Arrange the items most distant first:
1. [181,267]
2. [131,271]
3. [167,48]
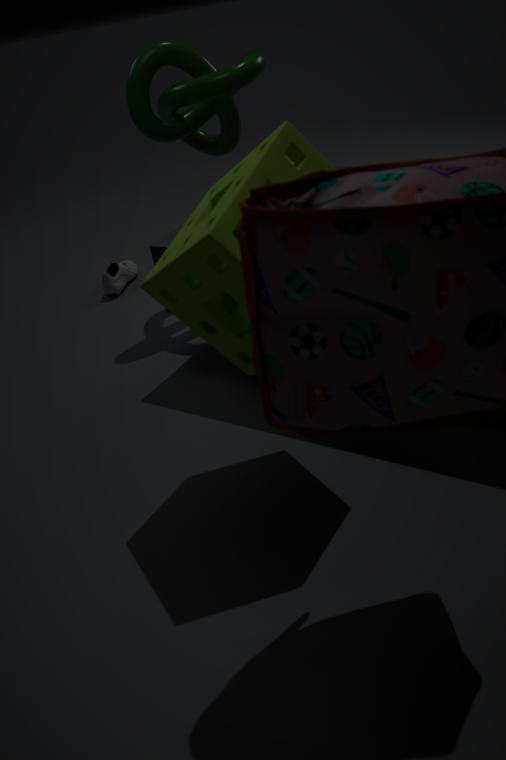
[131,271] < [167,48] < [181,267]
